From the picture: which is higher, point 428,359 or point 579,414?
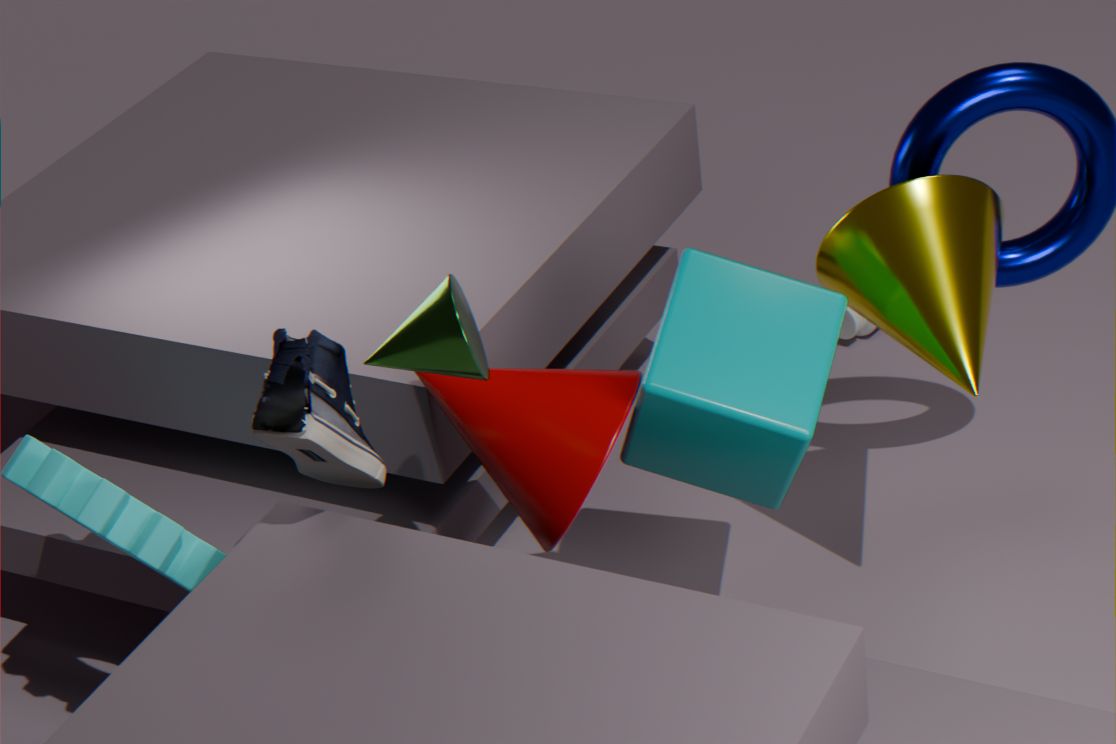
point 428,359
